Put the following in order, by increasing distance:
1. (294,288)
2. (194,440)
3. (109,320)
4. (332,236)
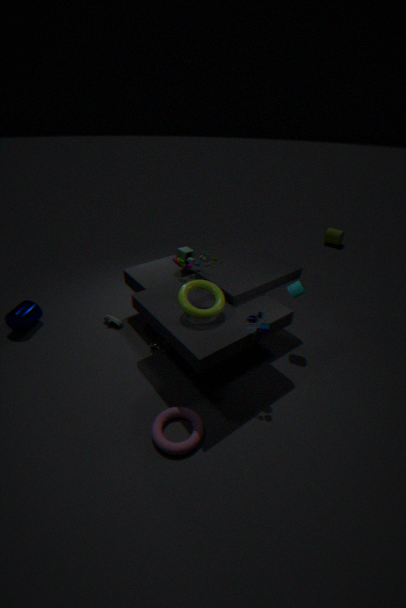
(194,440), (294,288), (109,320), (332,236)
